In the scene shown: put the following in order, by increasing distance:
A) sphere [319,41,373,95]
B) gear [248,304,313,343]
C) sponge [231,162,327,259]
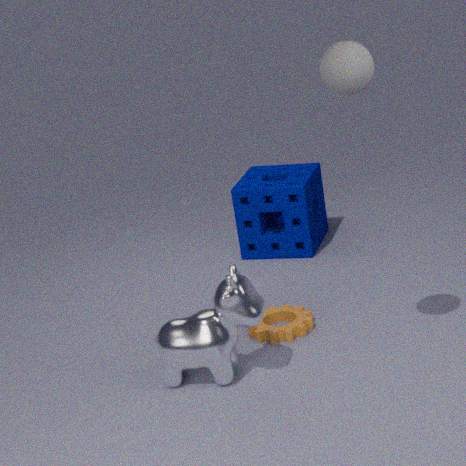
1. sphere [319,41,373,95]
2. gear [248,304,313,343]
3. sponge [231,162,327,259]
